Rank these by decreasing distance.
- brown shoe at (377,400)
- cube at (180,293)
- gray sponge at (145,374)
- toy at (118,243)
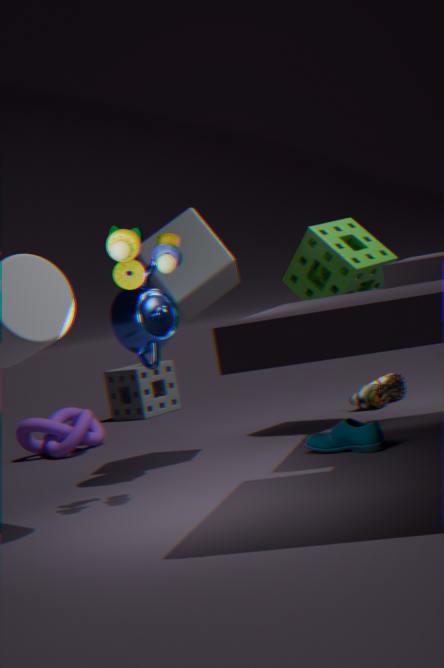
gray sponge at (145,374) → brown shoe at (377,400) → cube at (180,293) → toy at (118,243)
